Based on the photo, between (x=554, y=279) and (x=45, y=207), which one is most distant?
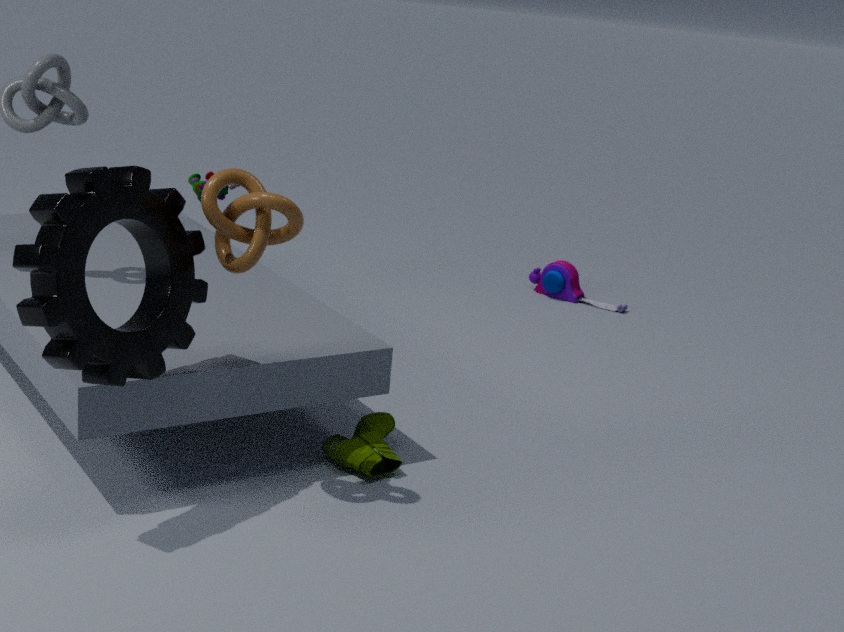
(x=554, y=279)
